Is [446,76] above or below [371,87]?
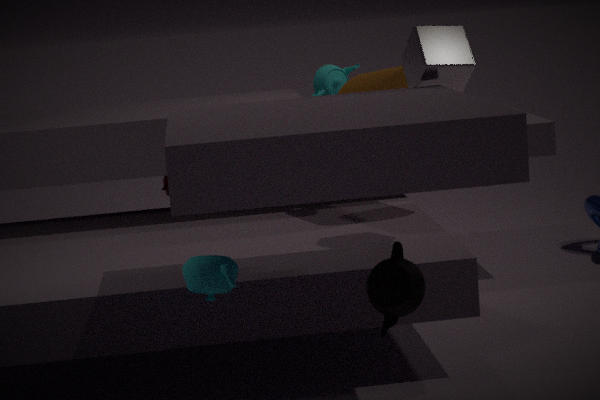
above
